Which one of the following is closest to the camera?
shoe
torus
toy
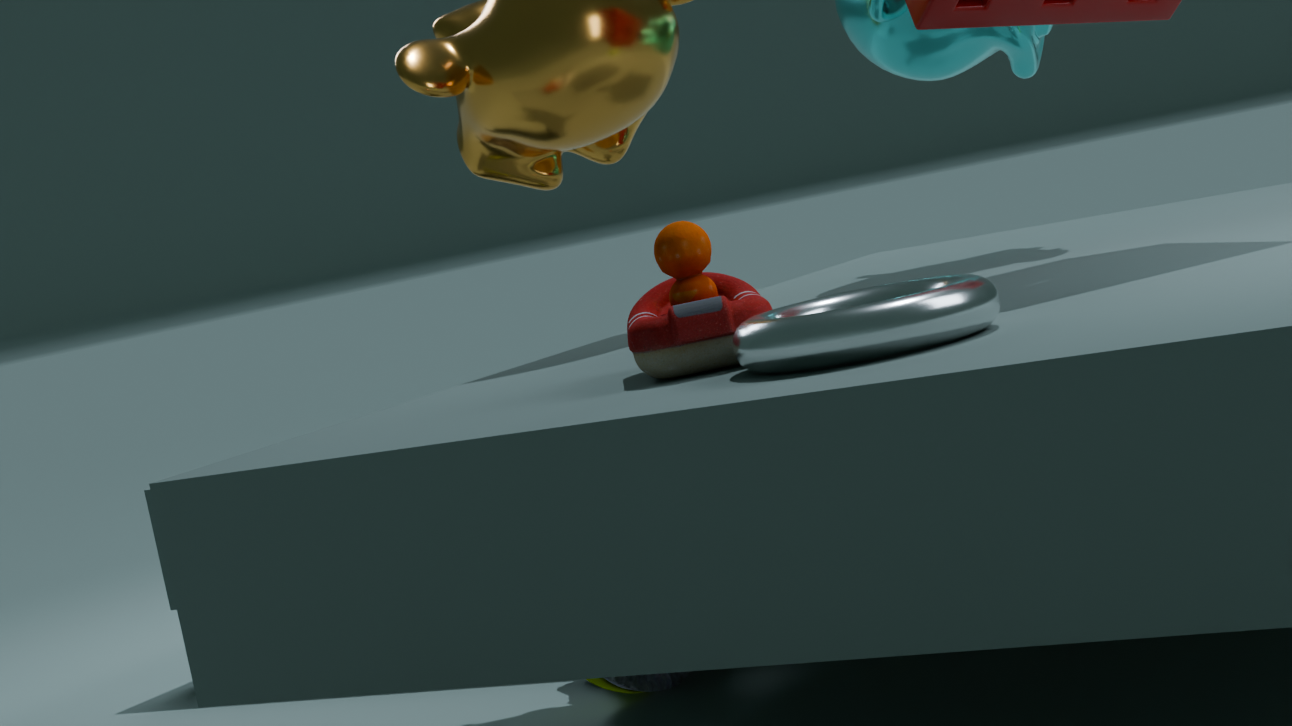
torus
